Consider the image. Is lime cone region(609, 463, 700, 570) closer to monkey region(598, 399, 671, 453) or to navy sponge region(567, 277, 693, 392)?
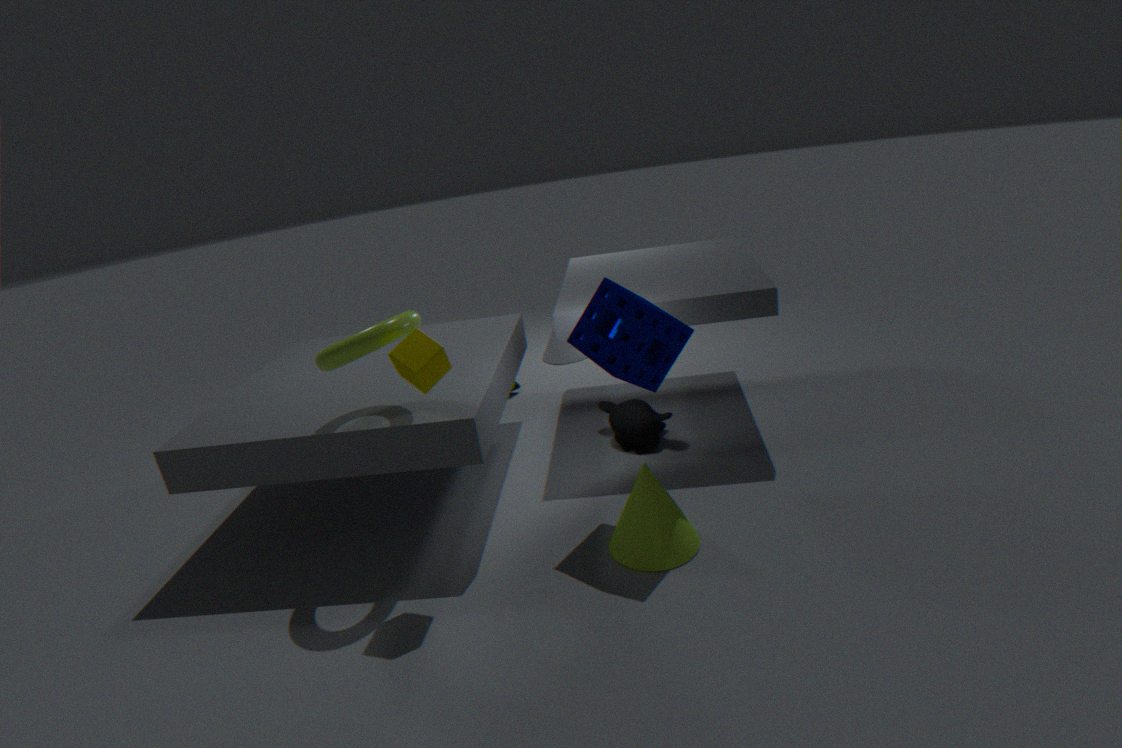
navy sponge region(567, 277, 693, 392)
